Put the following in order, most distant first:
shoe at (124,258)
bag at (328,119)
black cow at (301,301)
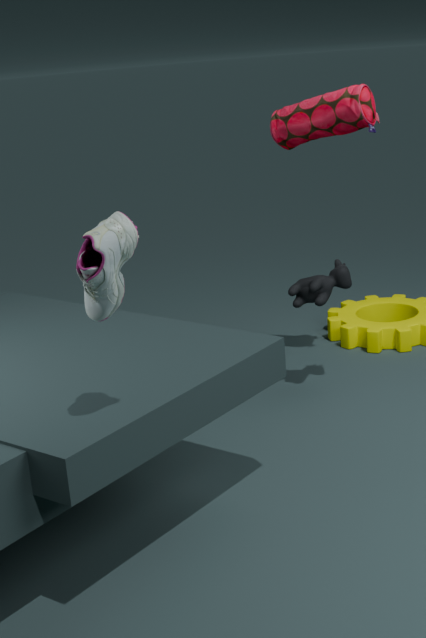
black cow at (301,301), bag at (328,119), shoe at (124,258)
